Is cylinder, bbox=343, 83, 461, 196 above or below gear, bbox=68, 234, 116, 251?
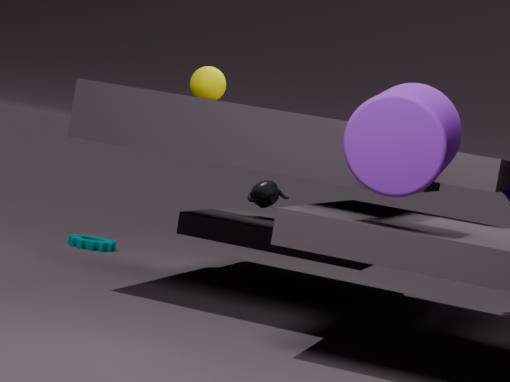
above
